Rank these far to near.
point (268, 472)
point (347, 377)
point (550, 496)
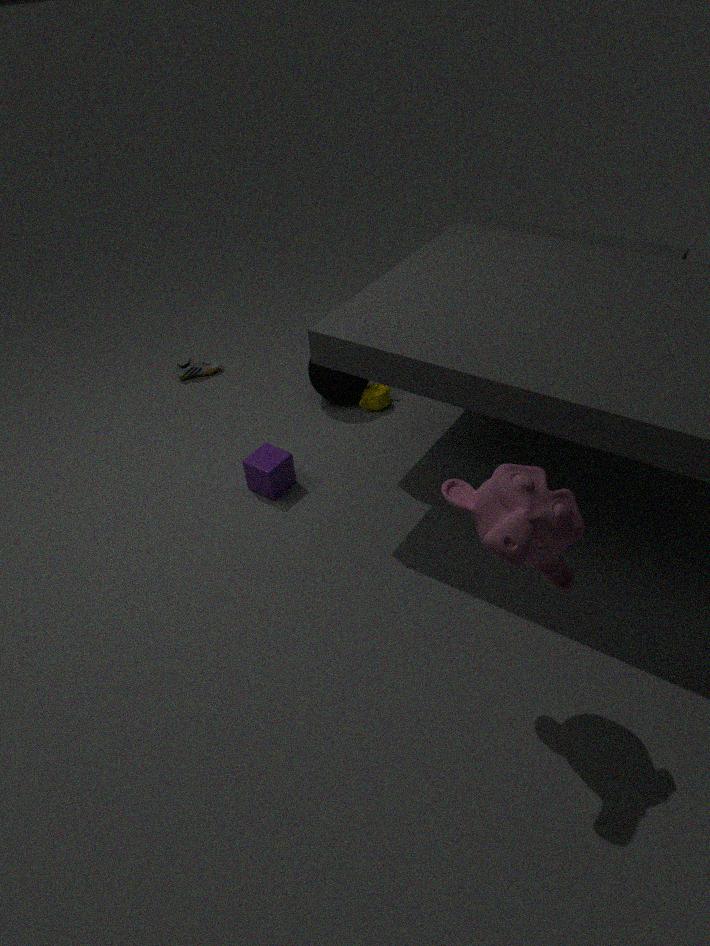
point (347, 377), point (268, 472), point (550, 496)
